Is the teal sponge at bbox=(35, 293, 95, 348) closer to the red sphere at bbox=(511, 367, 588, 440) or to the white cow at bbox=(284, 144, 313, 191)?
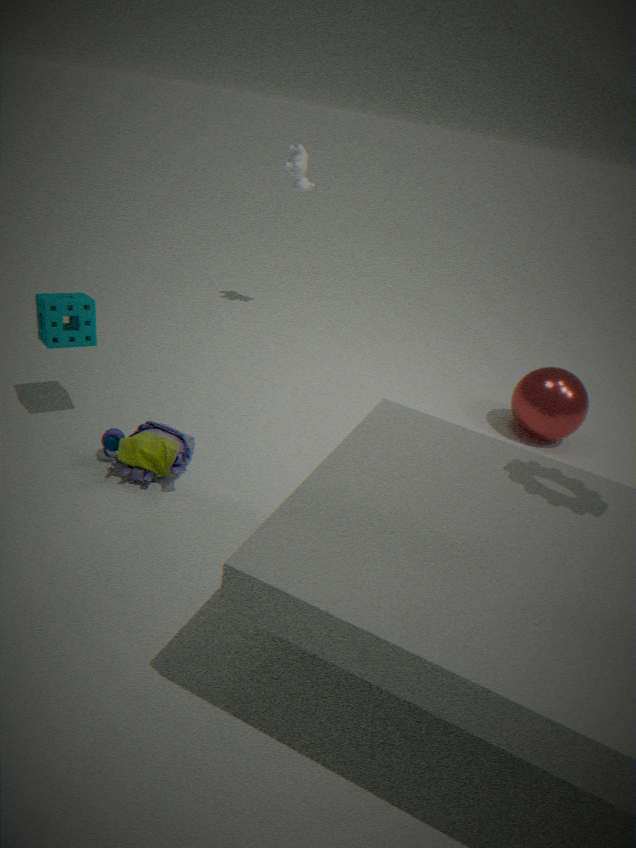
the white cow at bbox=(284, 144, 313, 191)
